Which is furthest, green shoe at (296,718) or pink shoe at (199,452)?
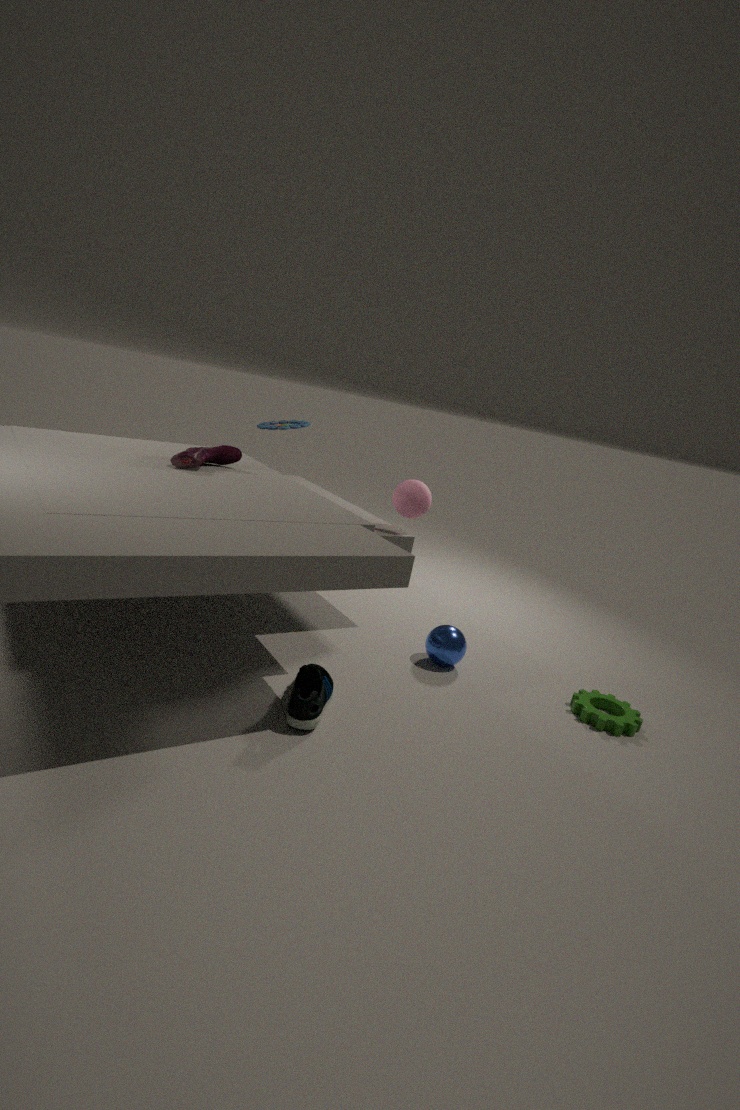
pink shoe at (199,452)
